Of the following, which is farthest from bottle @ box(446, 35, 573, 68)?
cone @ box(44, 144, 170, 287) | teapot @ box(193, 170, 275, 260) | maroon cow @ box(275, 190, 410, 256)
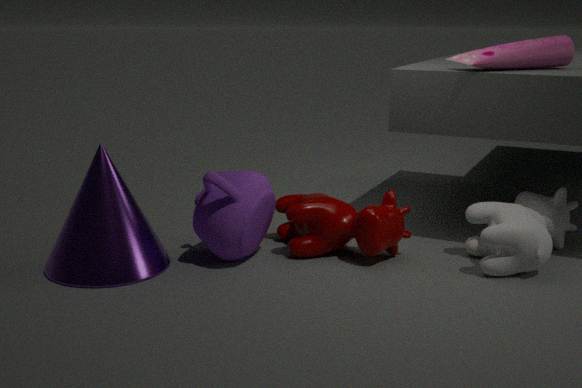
cone @ box(44, 144, 170, 287)
